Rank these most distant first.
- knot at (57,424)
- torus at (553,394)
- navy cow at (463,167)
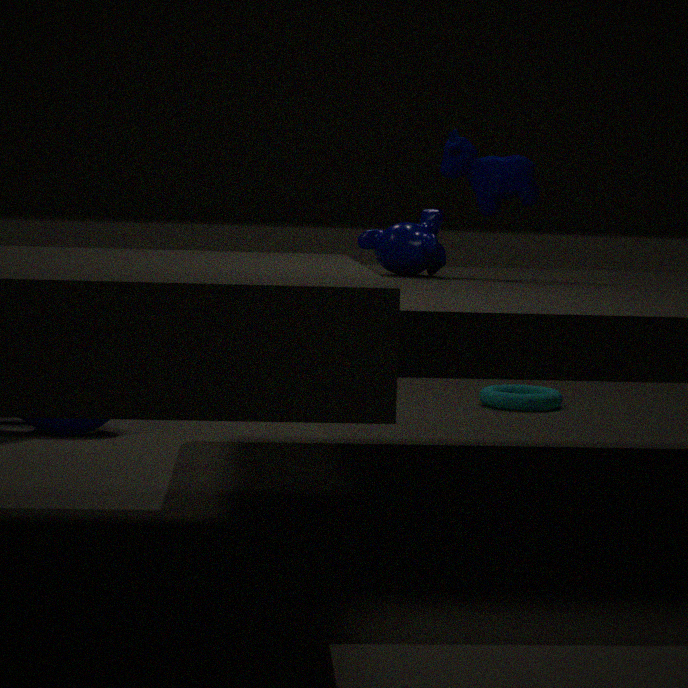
torus at (553,394), knot at (57,424), navy cow at (463,167)
